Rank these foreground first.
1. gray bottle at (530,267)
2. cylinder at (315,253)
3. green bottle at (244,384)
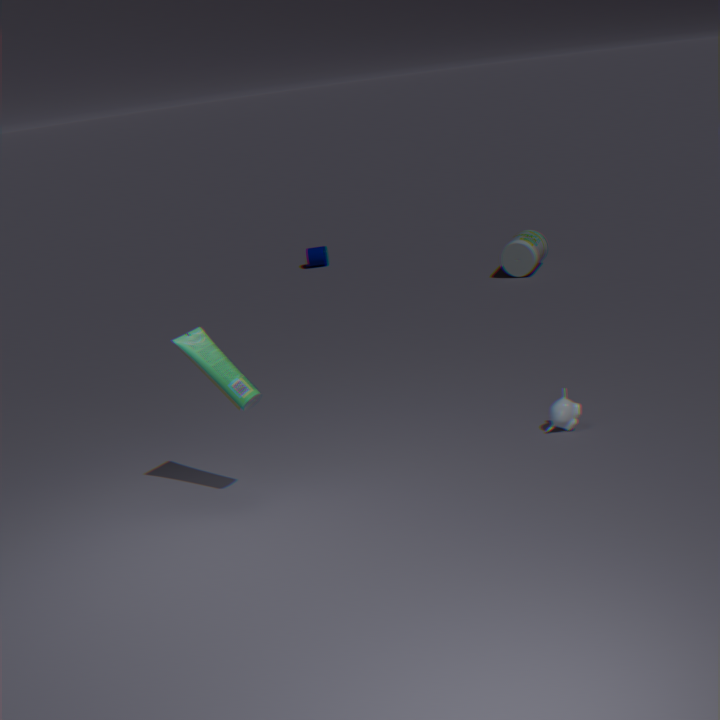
green bottle at (244,384) < gray bottle at (530,267) < cylinder at (315,253)
